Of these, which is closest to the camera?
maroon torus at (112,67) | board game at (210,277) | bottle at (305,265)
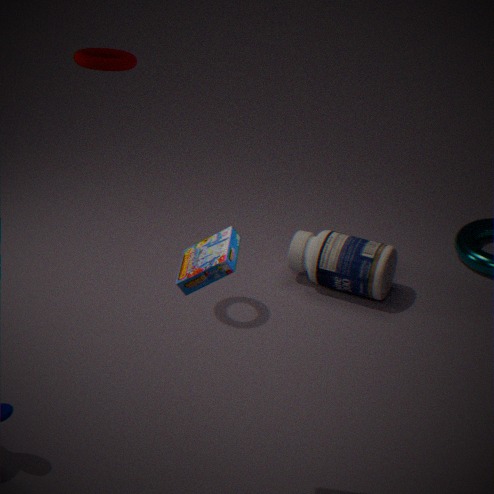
board game at (210,277)
